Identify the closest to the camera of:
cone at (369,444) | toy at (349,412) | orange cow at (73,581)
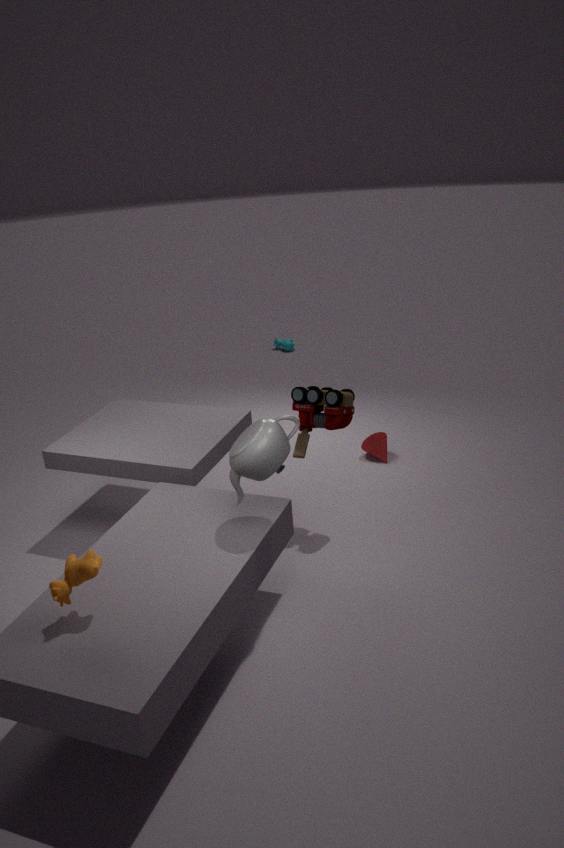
orange cow at (73,581)
